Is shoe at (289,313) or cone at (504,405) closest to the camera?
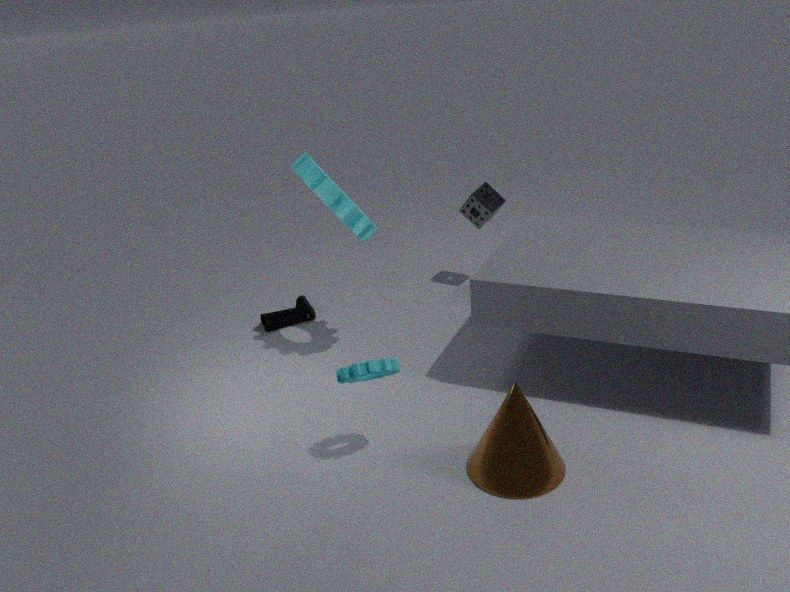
cone at (504,405)
